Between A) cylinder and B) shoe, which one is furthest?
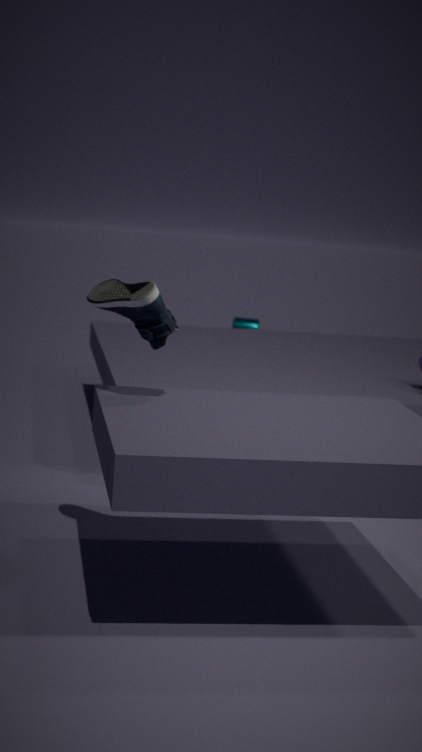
A. cylinder
